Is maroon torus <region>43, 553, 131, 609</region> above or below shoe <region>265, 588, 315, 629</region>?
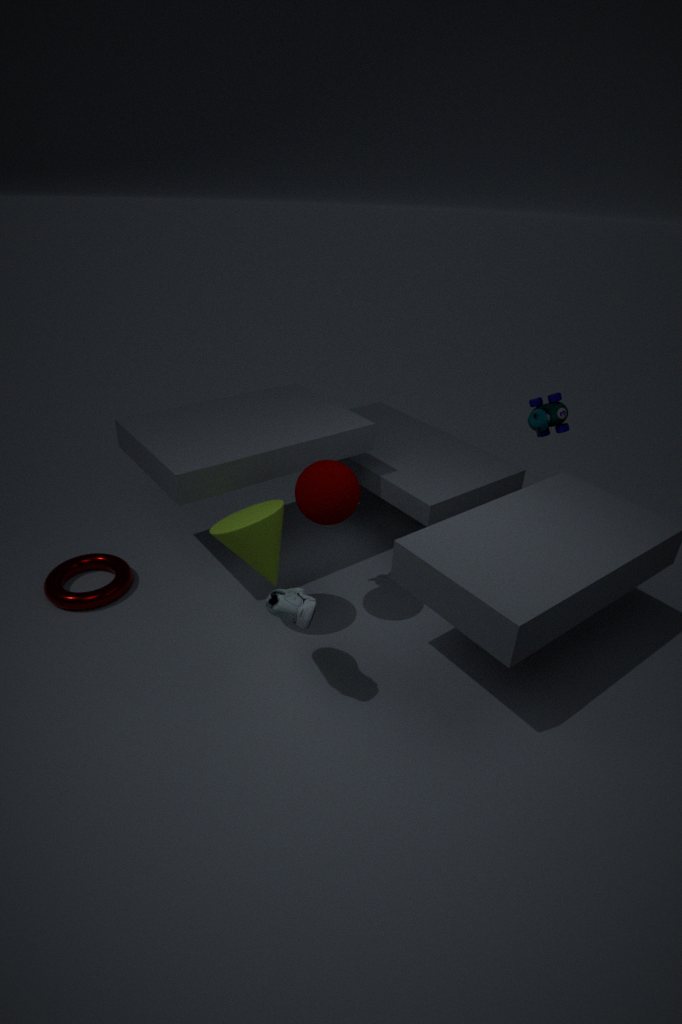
below
